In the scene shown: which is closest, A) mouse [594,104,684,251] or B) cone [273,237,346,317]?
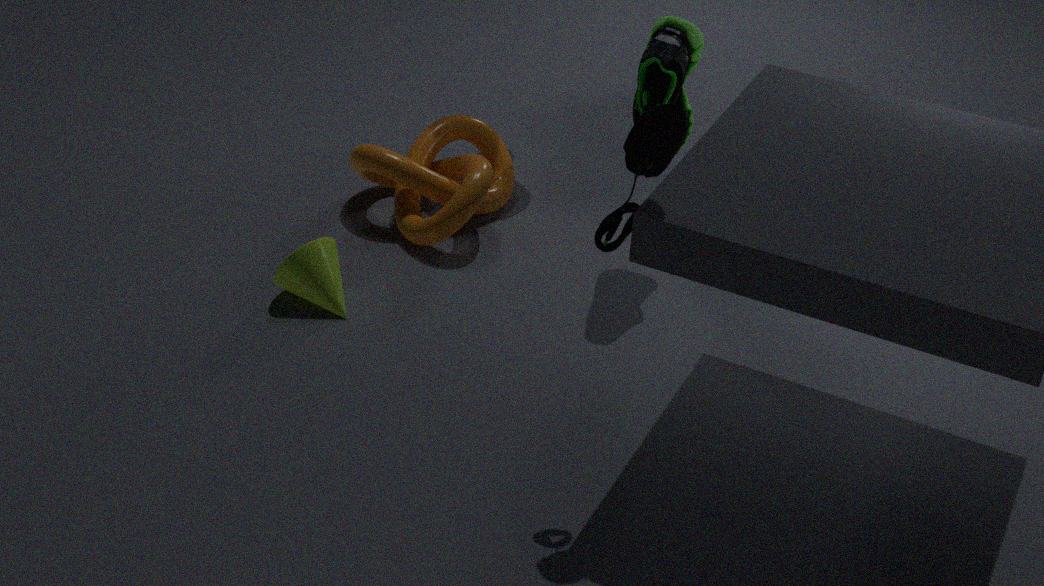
A. mouse [594,104,684,251]
